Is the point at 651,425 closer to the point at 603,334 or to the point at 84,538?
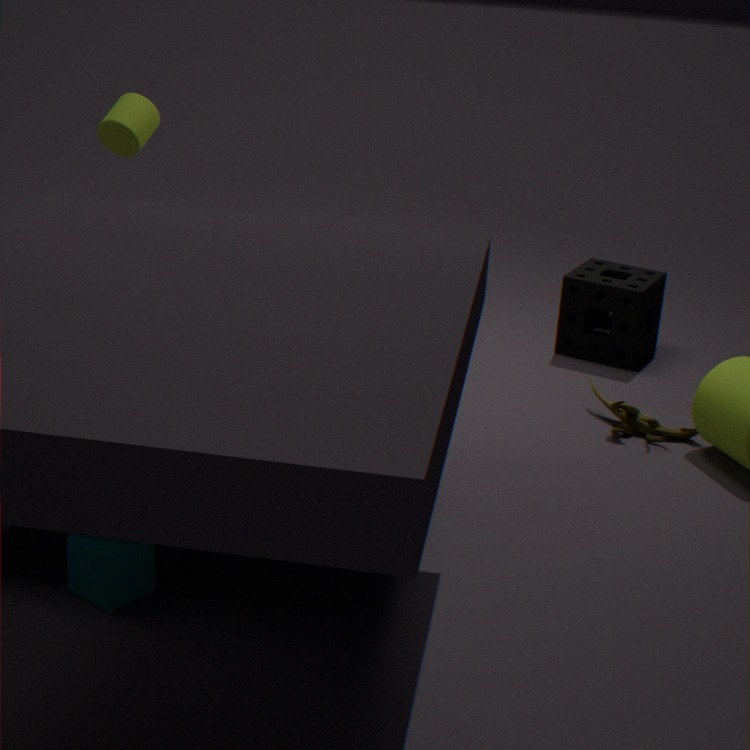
the point at 603,334
